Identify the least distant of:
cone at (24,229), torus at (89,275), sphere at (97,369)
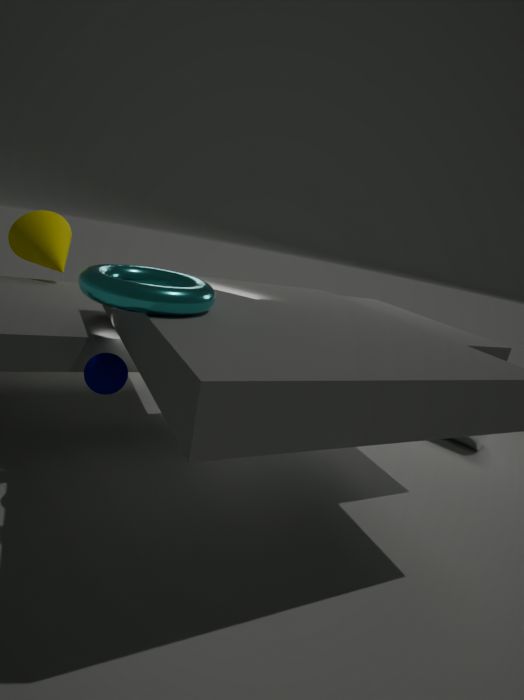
torus at (89,275)
